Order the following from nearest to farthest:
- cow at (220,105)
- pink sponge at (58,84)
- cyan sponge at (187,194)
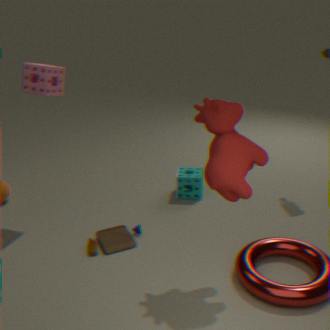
cow at (220,105), pink sponge at (58,84), cyan sponge at (187,194)
